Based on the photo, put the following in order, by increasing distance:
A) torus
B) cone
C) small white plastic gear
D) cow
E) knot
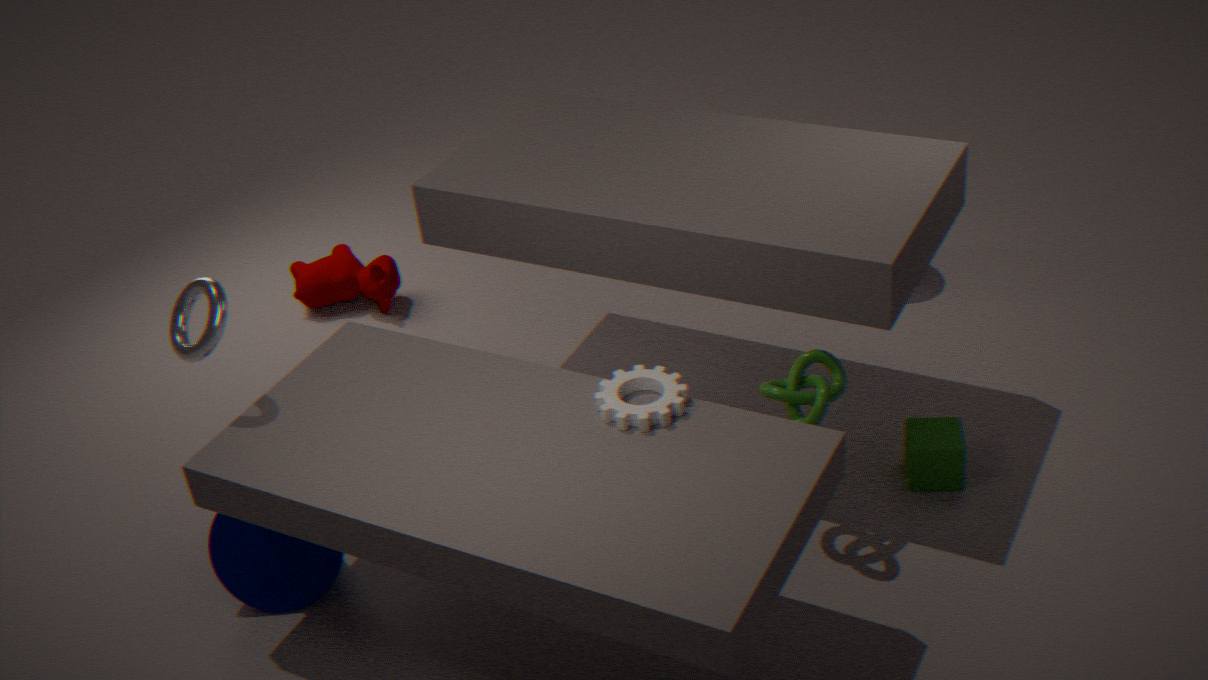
small white plastic gear
torus
knot
cone
cow
